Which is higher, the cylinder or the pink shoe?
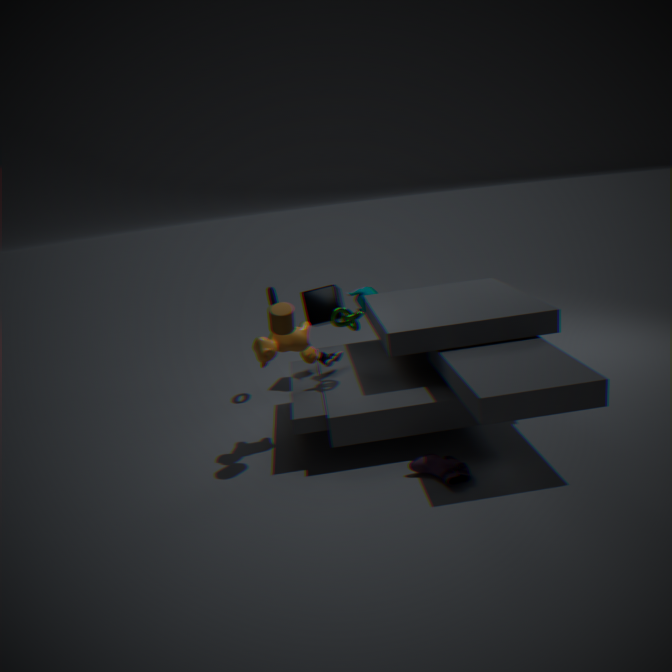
the cylinder
